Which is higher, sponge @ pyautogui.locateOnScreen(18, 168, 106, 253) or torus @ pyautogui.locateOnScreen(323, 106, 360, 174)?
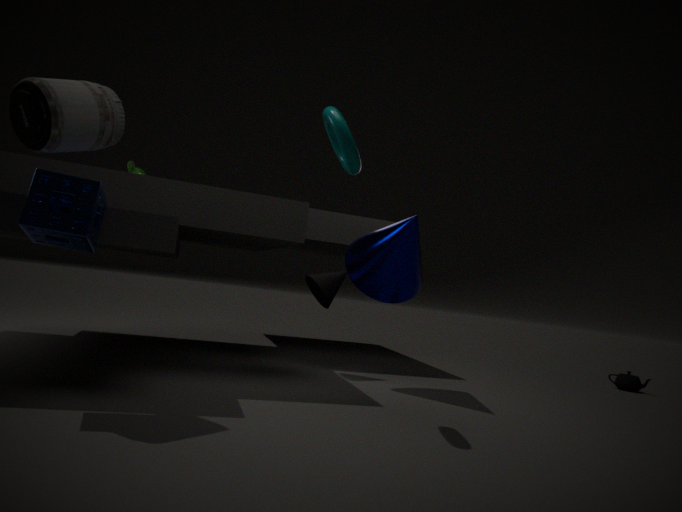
torus @ pyautogui.locateOnScreen(323, 106, 360, 174)
